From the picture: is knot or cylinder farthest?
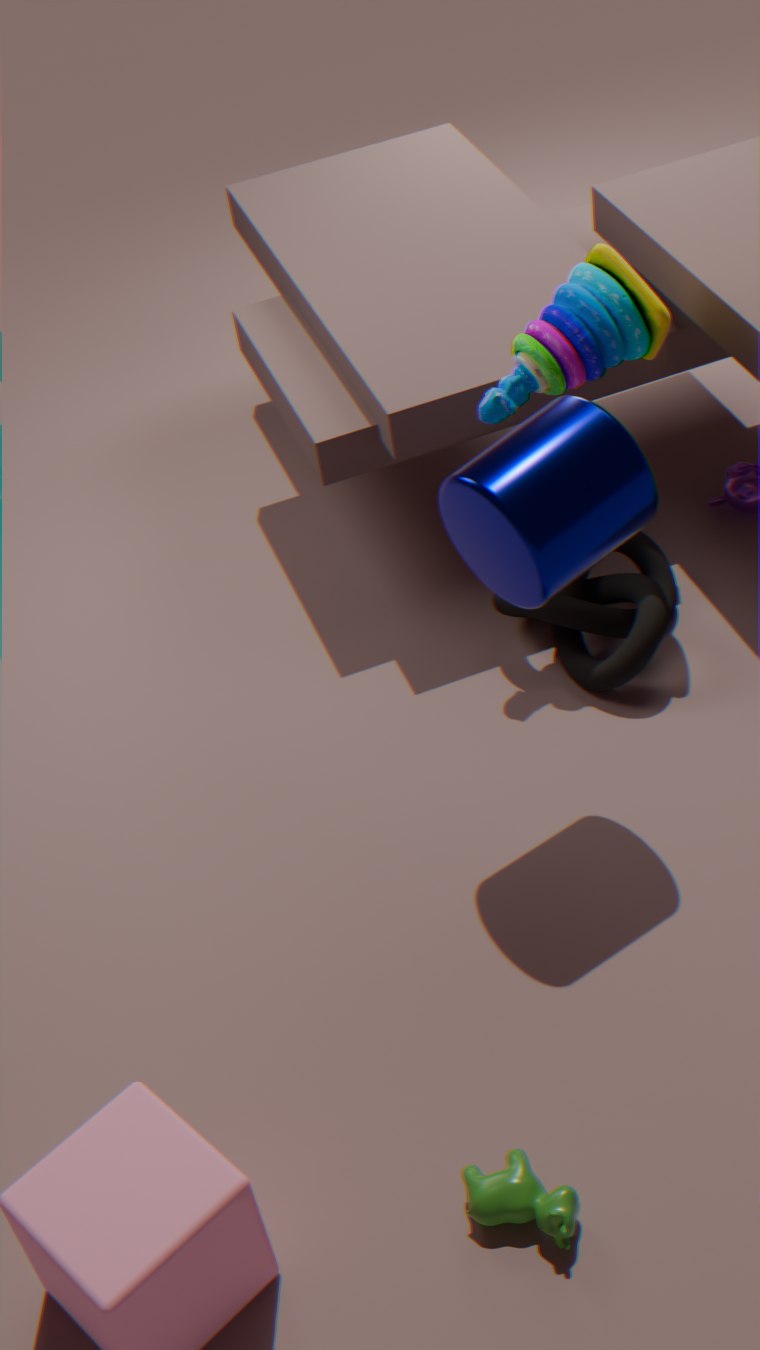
knot
